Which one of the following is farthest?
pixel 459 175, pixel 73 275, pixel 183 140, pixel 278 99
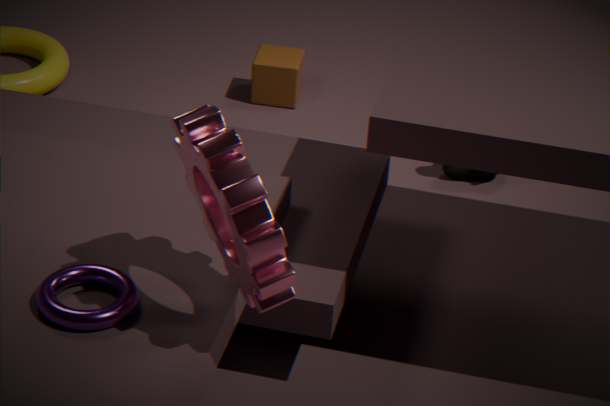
pixel 278 99
